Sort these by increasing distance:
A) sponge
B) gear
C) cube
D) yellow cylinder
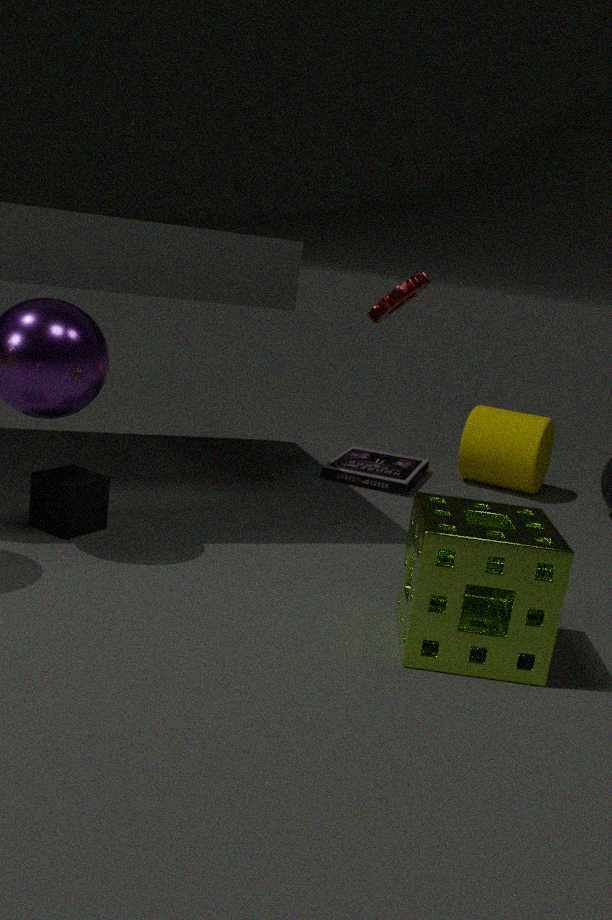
→ sponge, cube, gear, yellow cylinder
